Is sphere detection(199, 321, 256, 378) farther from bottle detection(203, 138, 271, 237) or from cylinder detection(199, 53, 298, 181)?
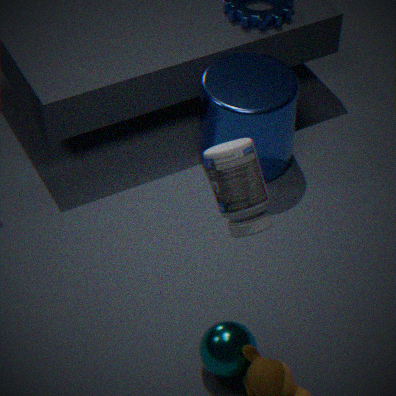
cylinder detection(199, 53, 298, 181)
